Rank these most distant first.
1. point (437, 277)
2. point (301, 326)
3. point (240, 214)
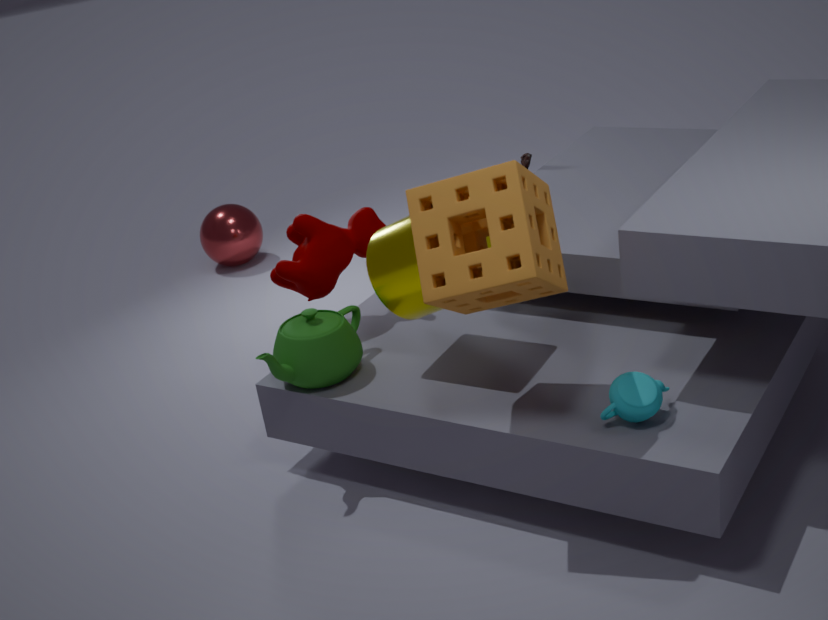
1. point (240, 214)
2. point (301, 326)
3. point (437, 277)
